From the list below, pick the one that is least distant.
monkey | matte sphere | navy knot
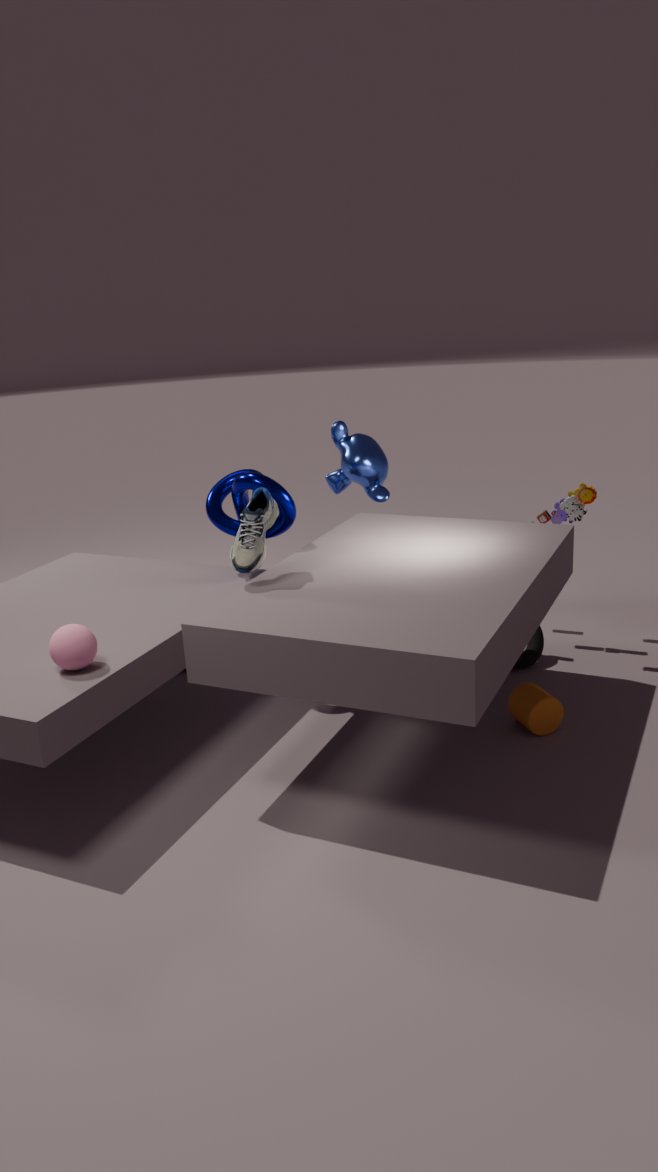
matte sphere
